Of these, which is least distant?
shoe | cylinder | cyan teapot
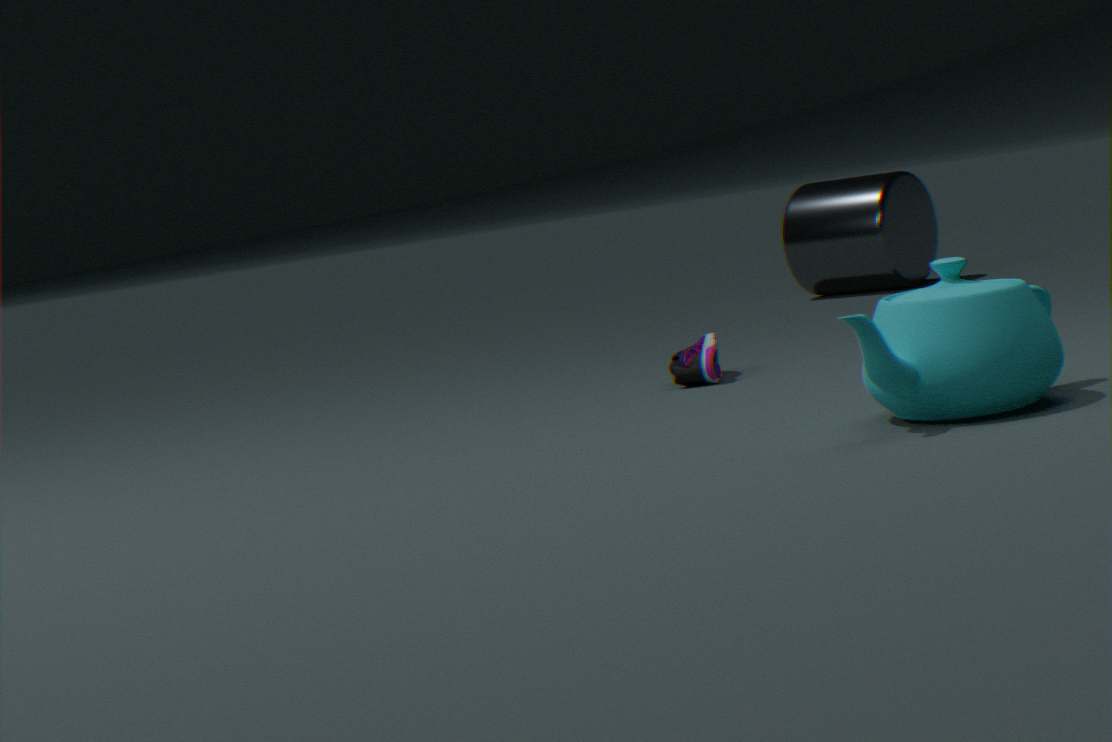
cyan teapot
